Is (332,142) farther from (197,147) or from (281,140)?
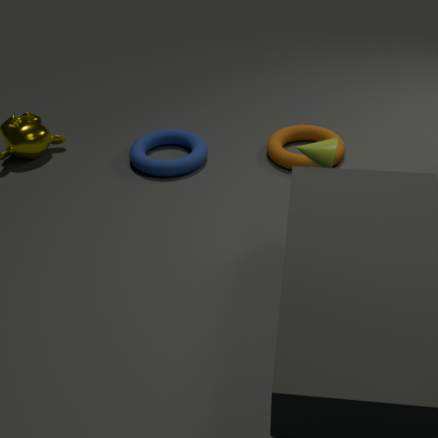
(197,147)
